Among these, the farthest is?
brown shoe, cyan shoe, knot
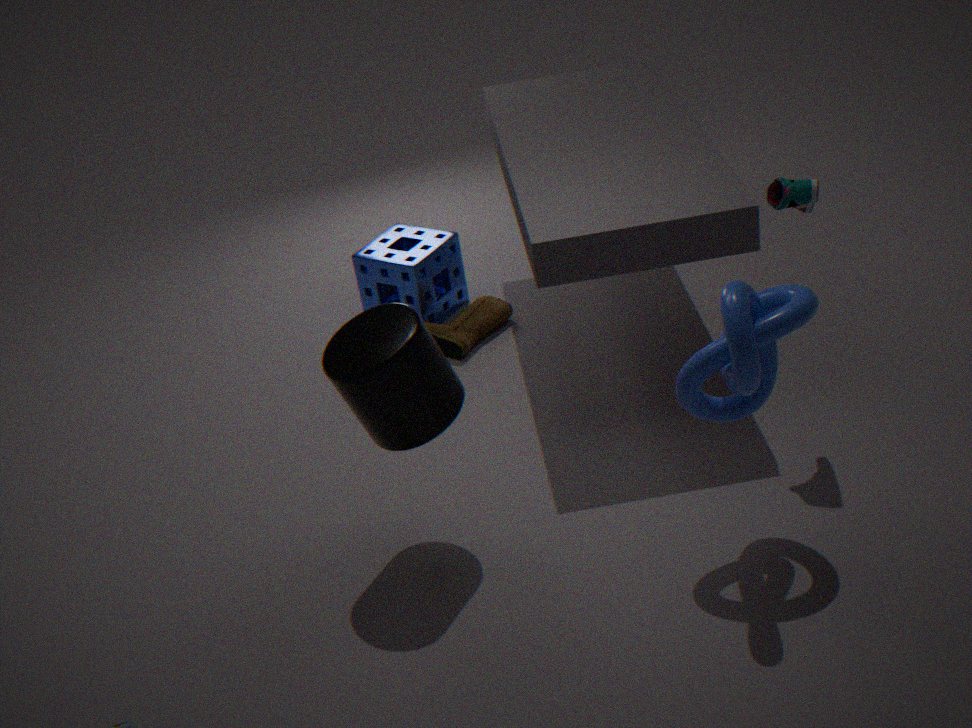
brown shoe
